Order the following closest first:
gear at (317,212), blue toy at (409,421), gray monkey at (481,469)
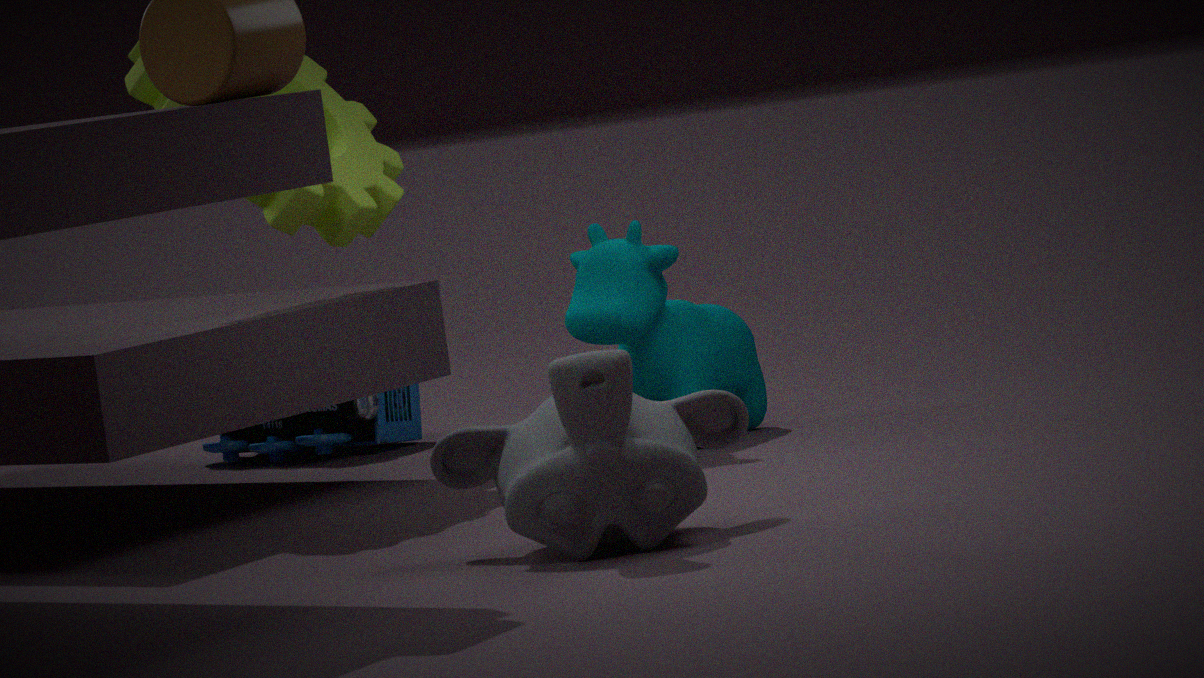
gray monkey at (481,469)
gear at (317,212)
blue toy at (409,421)
